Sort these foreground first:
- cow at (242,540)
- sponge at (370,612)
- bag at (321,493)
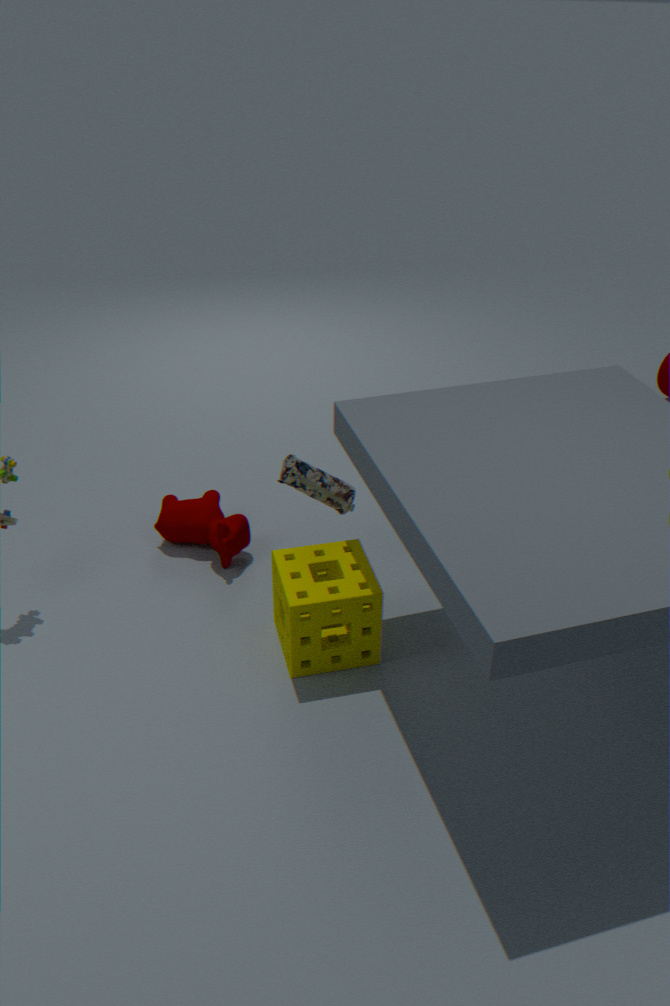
sponge at (370,612) → bag at (321,493) → cow at (242,540)
